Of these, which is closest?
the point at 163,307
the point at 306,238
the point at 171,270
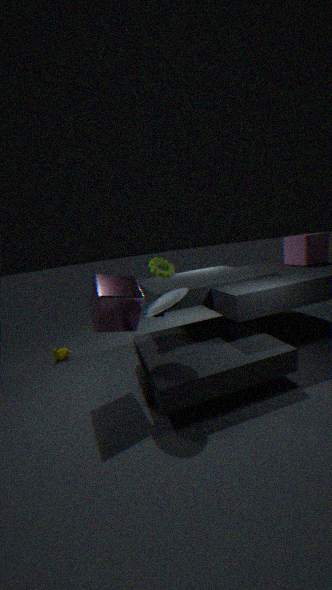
the point at 163,307
